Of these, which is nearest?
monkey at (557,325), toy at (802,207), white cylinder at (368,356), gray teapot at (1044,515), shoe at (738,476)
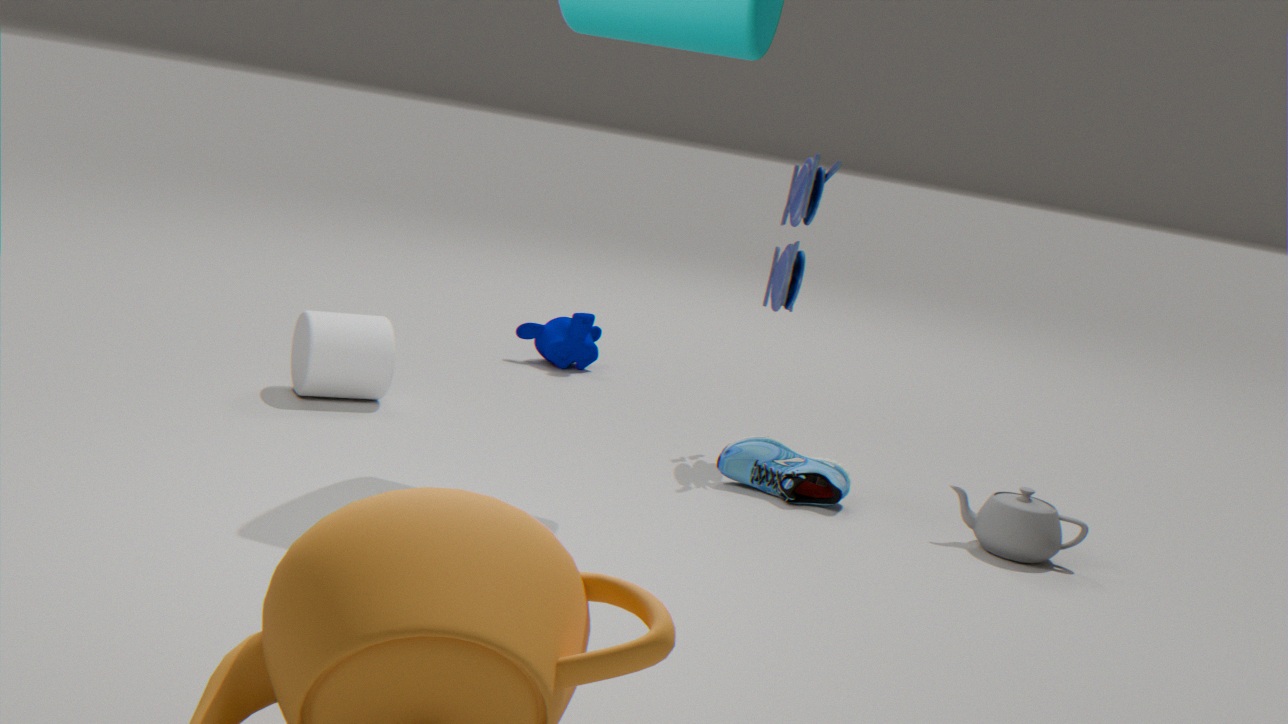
gray teapot at (1044,515)
